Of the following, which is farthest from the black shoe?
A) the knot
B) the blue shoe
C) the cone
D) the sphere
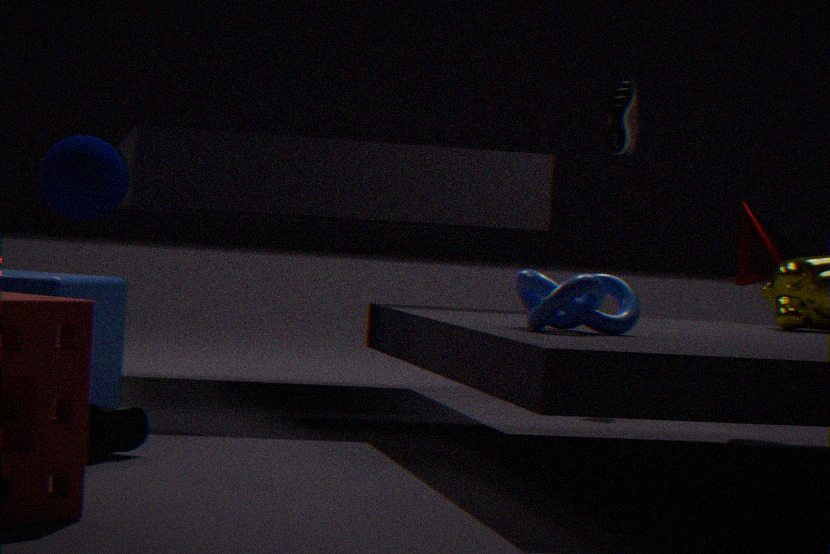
the blue shoe
